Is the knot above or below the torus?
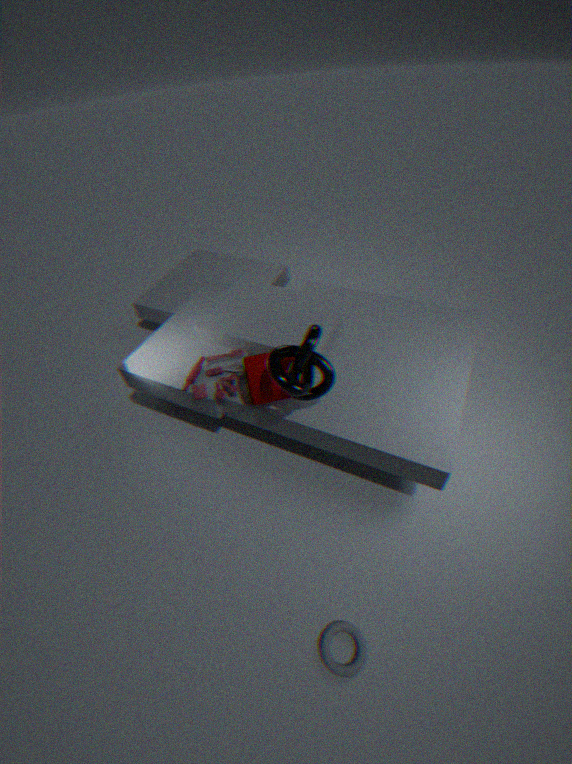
above
